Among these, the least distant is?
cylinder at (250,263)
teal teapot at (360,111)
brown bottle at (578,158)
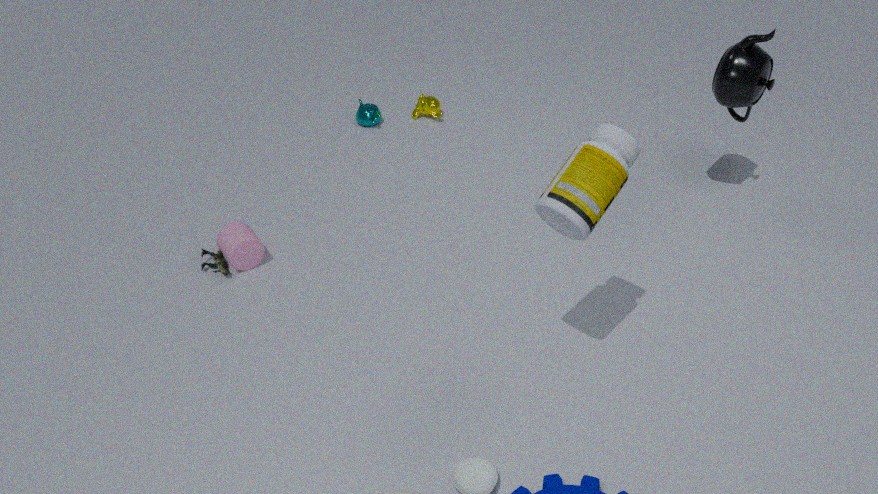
brown bottle at (578,158)
